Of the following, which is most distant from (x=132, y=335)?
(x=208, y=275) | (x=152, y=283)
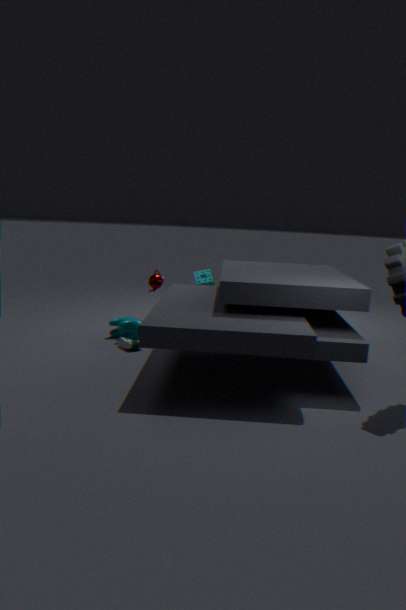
(x=208, y=275)
